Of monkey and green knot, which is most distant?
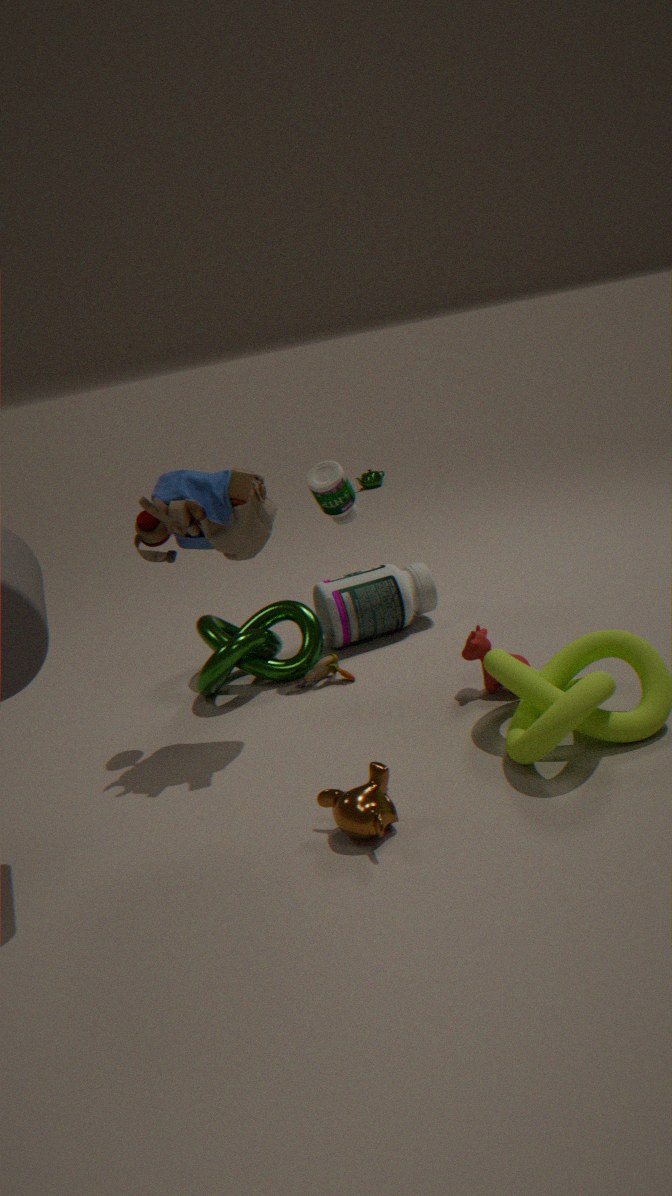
green knot
